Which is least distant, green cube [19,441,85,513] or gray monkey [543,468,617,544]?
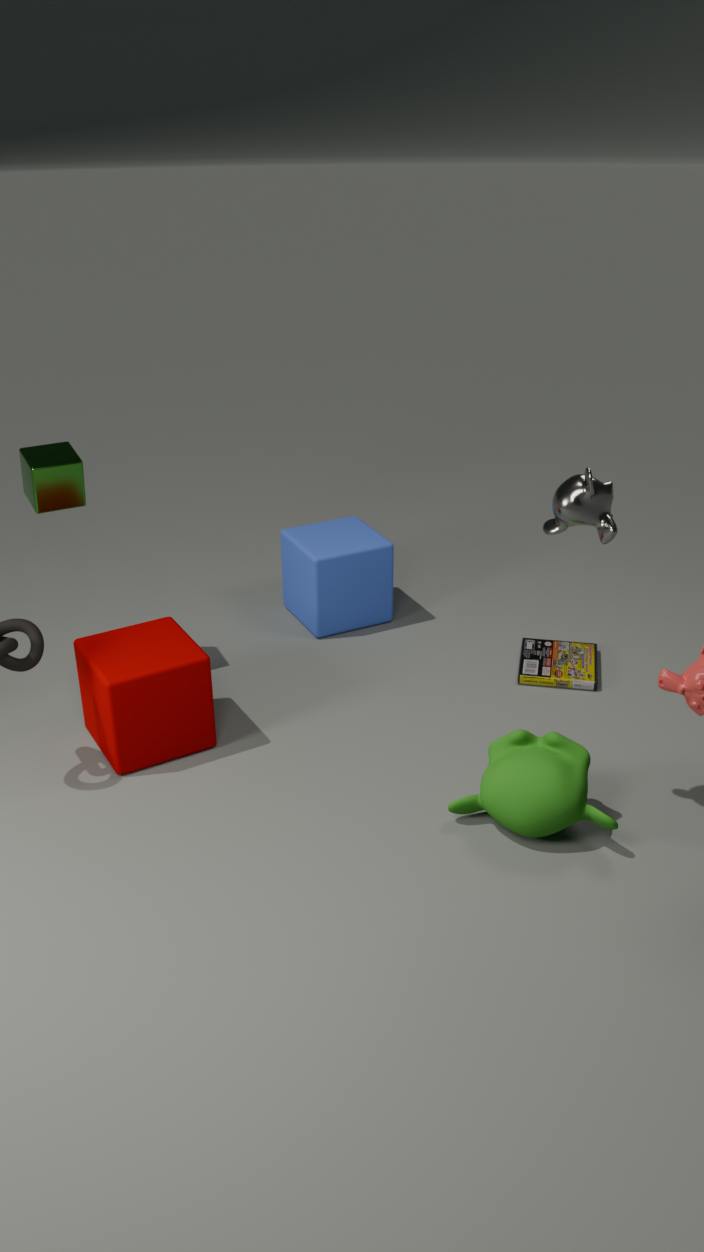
gray monkey [543,468,617,544]
